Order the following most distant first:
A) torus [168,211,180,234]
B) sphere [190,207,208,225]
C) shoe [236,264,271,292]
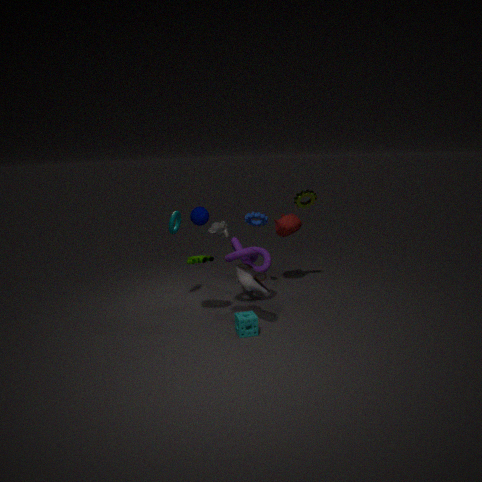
torus [168,211,180,234]
shoe [236,264,271,292]
sphere [190,207,208,225]
